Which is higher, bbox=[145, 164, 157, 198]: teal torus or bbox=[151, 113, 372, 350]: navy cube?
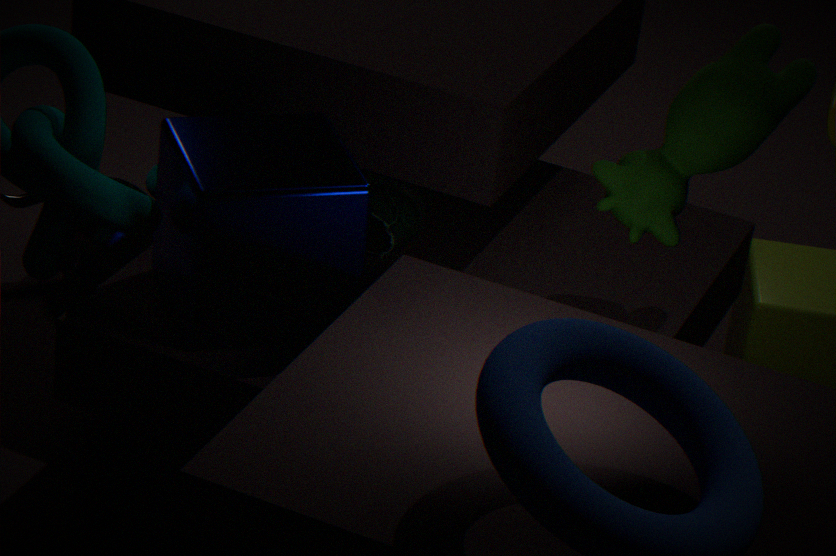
bbox=[151, 113, 372, 350]: navy cube
